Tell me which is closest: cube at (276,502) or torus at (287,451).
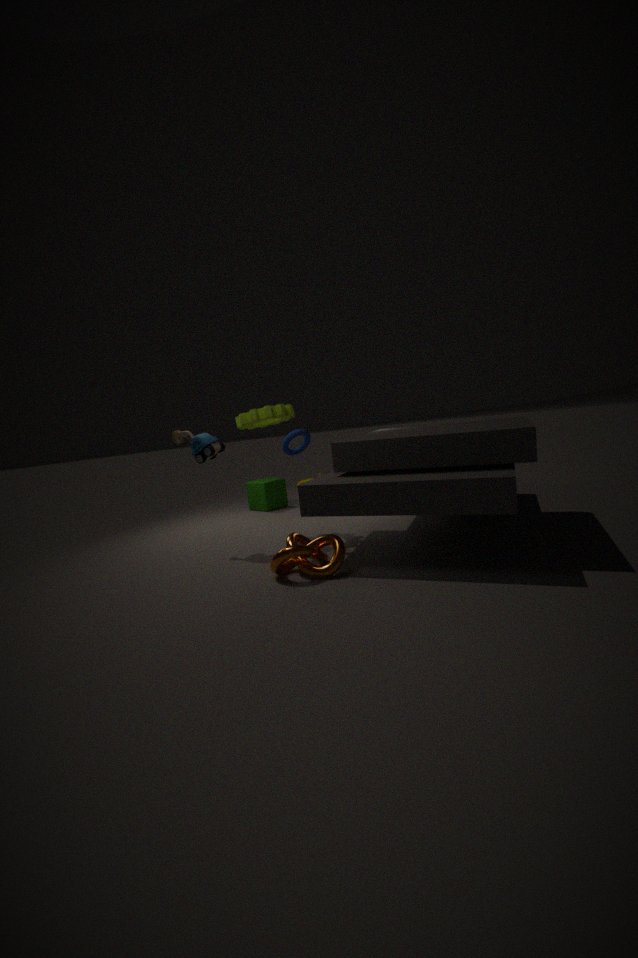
torus at (287,451)
